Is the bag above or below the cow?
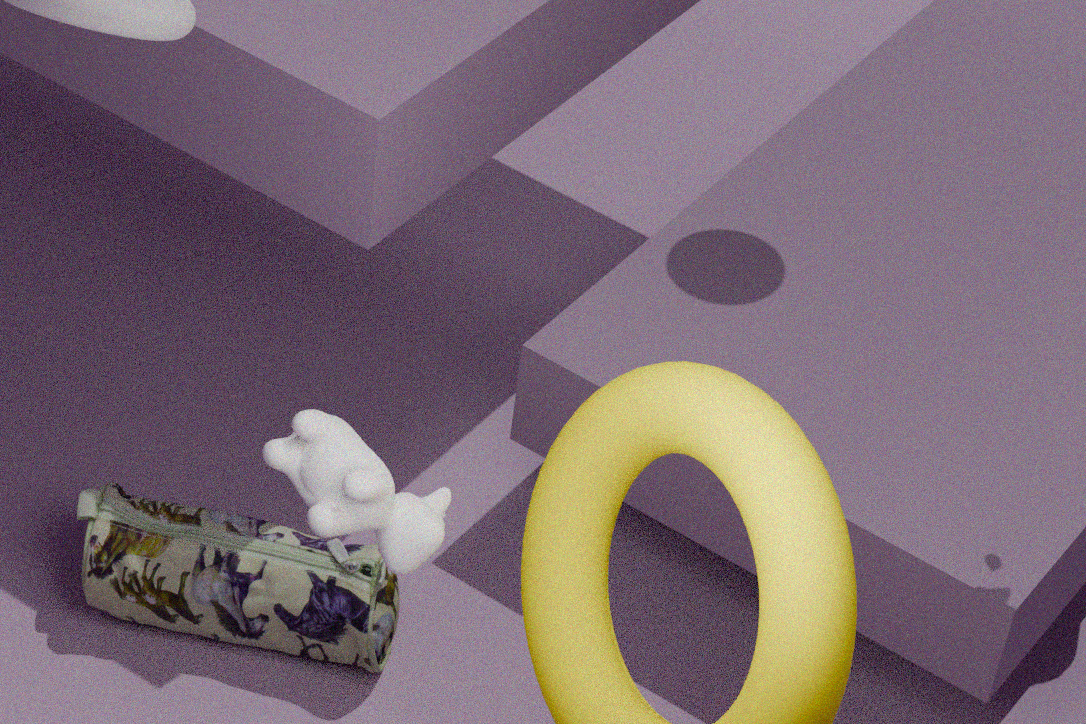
below
